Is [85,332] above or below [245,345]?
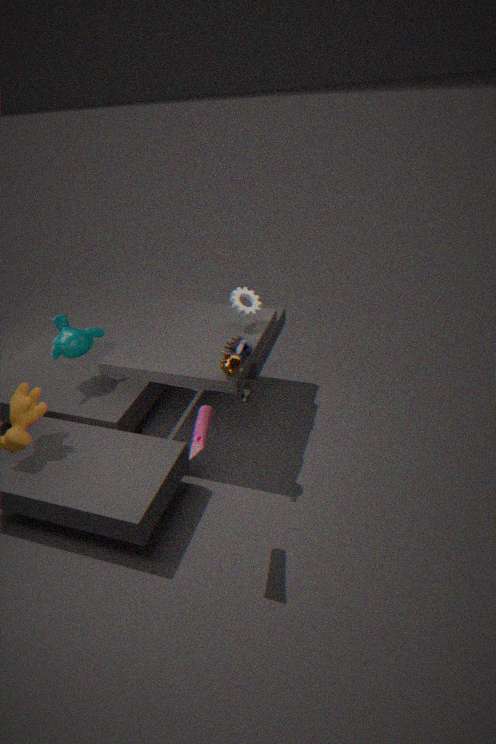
below
